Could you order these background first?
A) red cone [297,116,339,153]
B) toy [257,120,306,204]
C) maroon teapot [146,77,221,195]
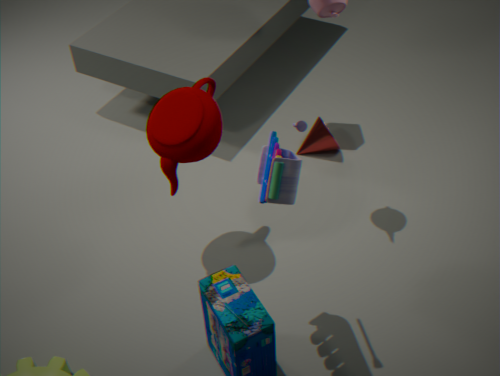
red cone [297,116,339,153]
maroon teapot [146,77,221,195]
toy [257,120,306,204]
